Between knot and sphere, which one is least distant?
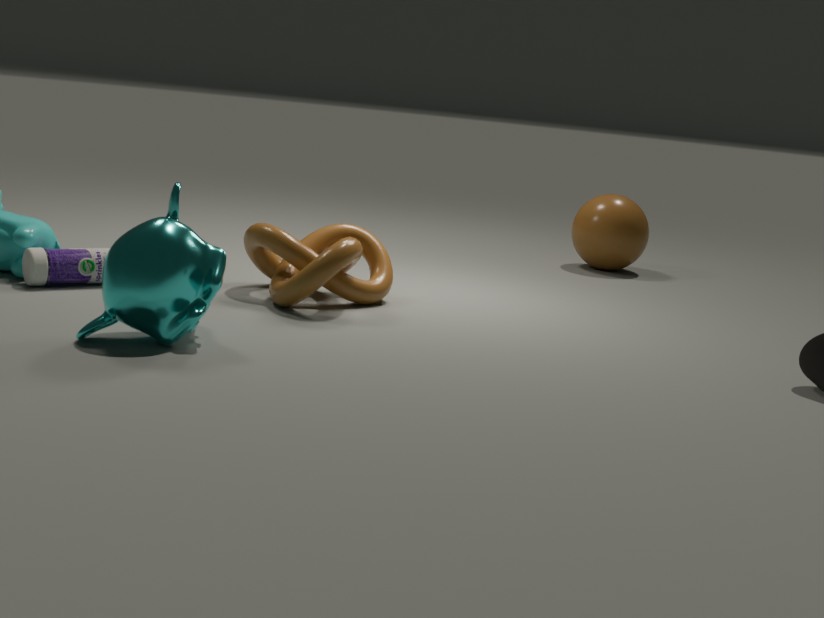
knot
